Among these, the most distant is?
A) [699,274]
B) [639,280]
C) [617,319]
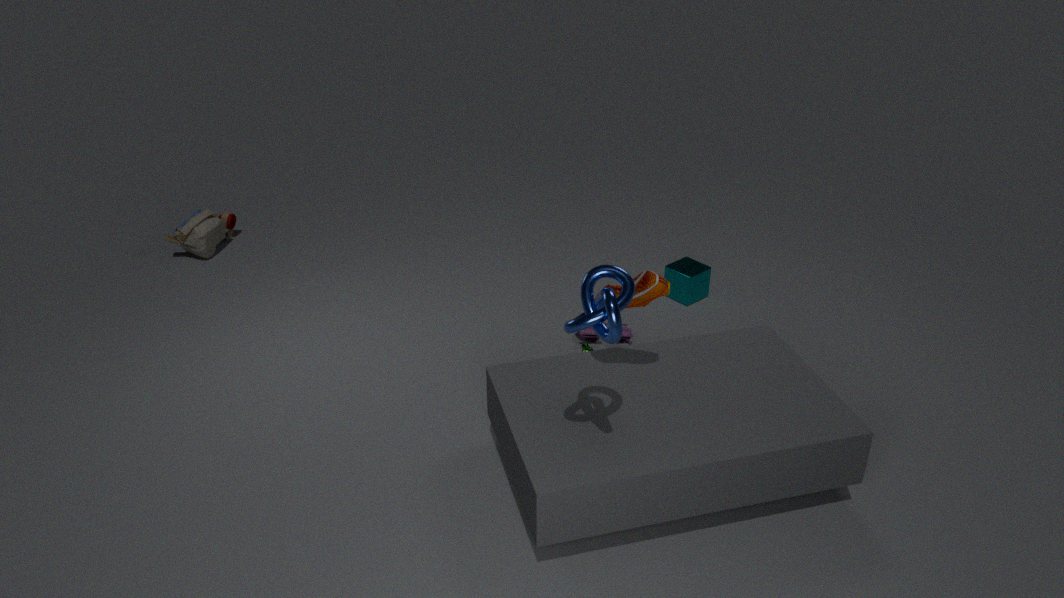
[699,274]
